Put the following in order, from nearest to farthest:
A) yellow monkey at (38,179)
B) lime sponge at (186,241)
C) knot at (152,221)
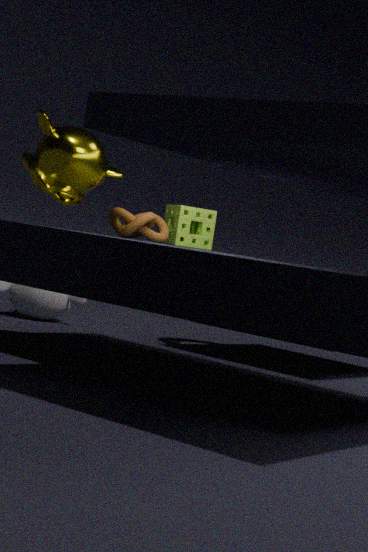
1. yellow monkey at (38,179)
2. knot at (152,221)
3. lime sponge at (186,241)
